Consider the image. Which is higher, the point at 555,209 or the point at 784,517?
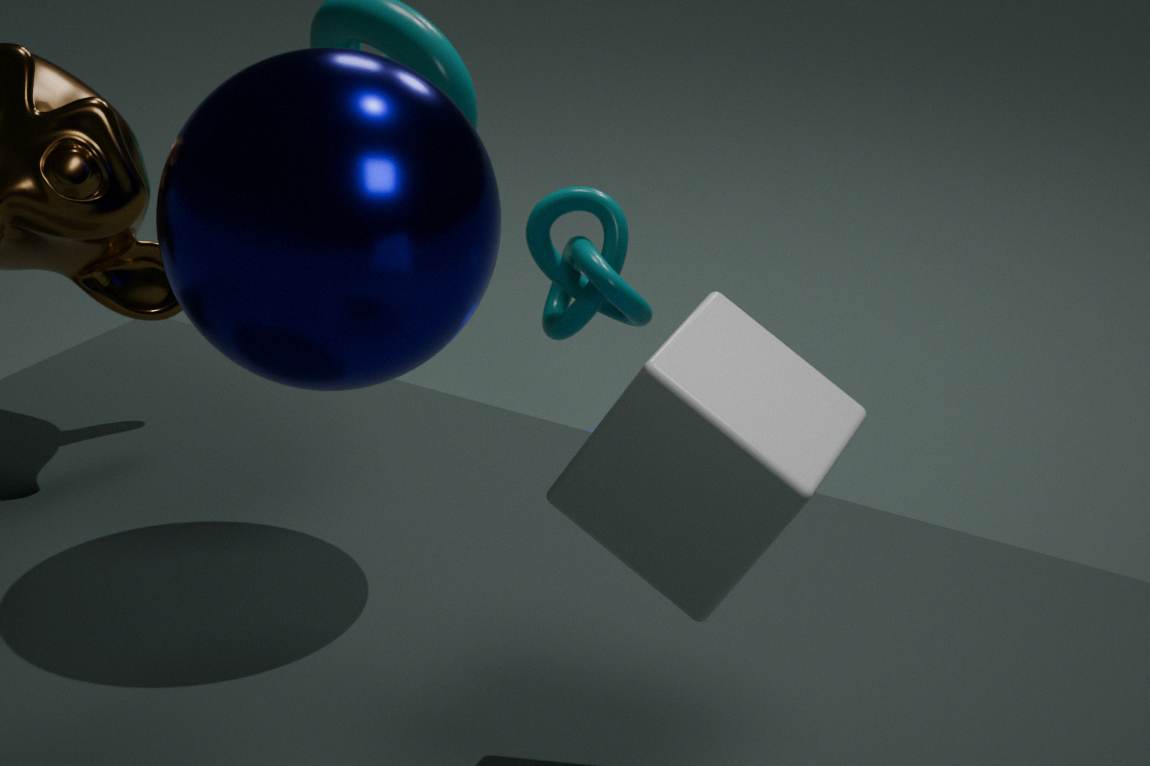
the point at 784,517
